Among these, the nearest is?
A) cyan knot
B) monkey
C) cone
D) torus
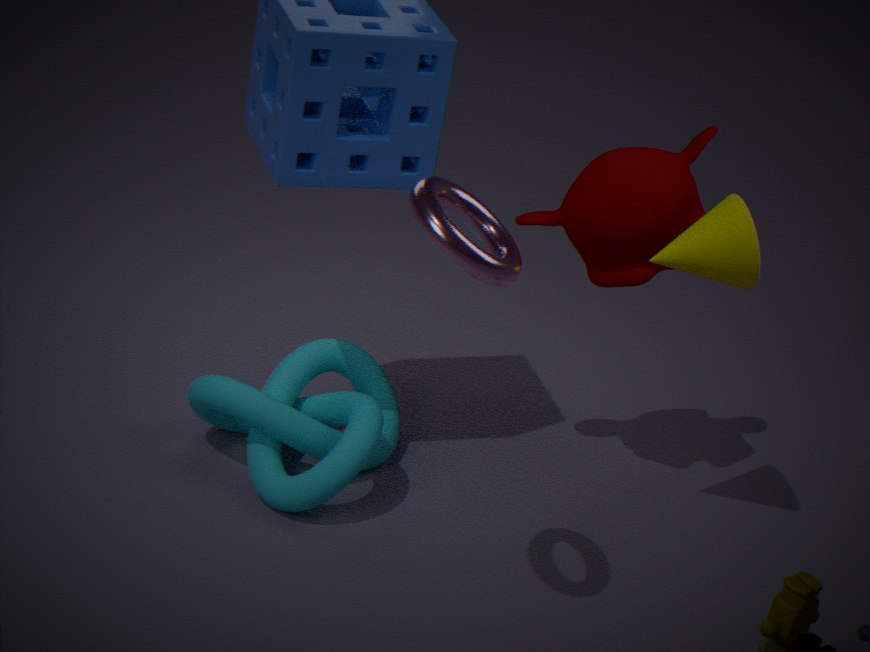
torus
